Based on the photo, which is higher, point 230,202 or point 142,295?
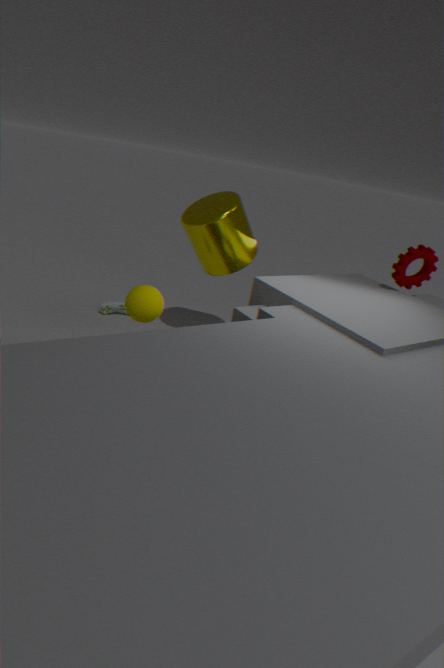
point 230,202
